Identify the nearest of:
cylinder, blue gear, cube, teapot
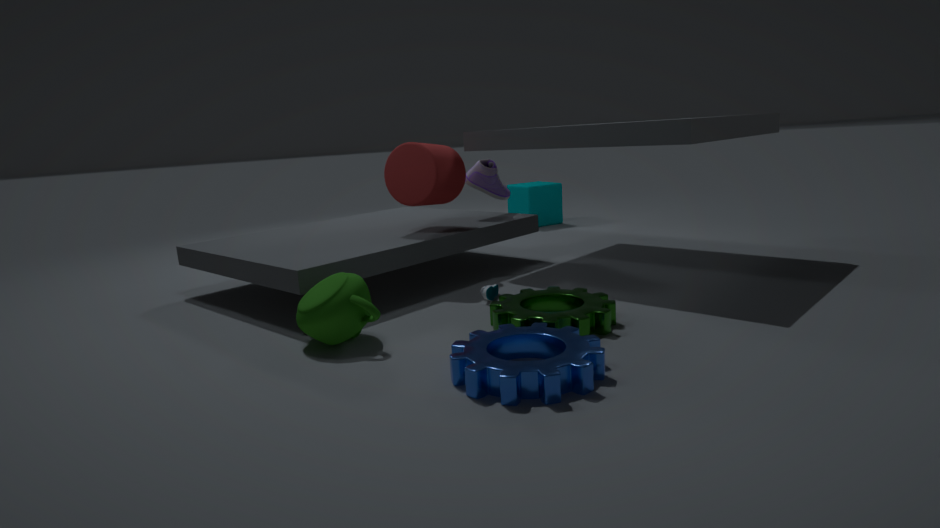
blue gear
